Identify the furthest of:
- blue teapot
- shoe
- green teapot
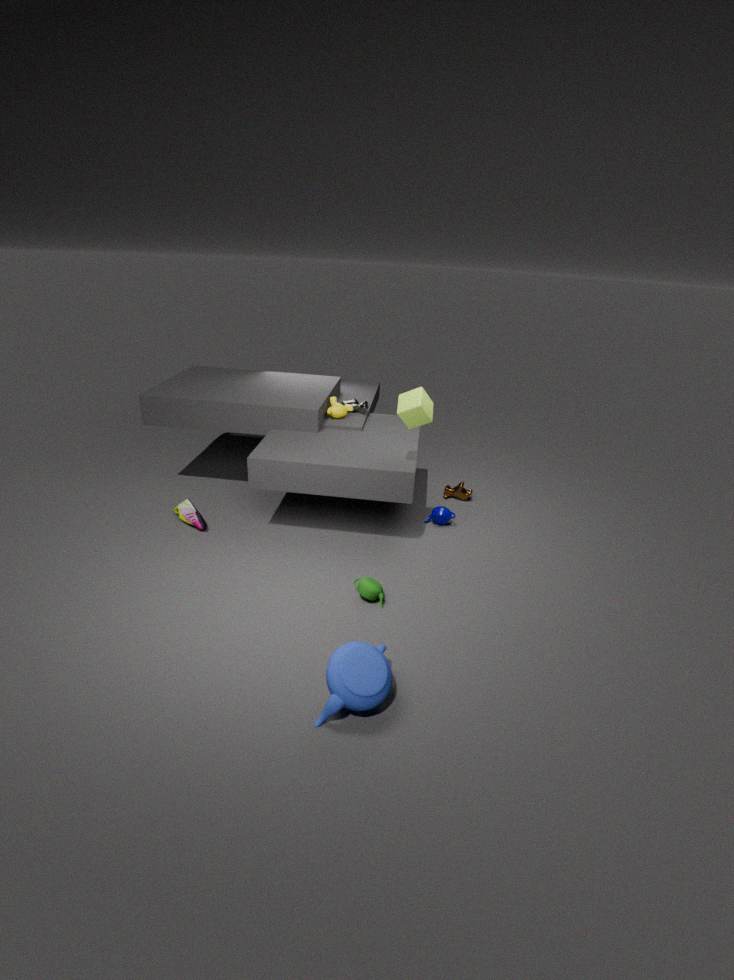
shoe
